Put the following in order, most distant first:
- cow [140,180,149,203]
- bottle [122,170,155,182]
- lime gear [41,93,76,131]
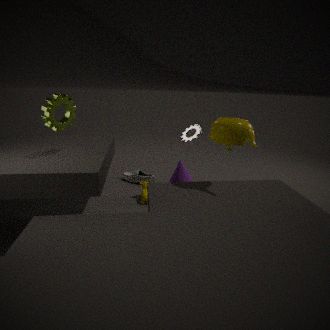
bottle [122,170,155,182], cow [140,180,149,203], lime gear [41,93,76,131]
